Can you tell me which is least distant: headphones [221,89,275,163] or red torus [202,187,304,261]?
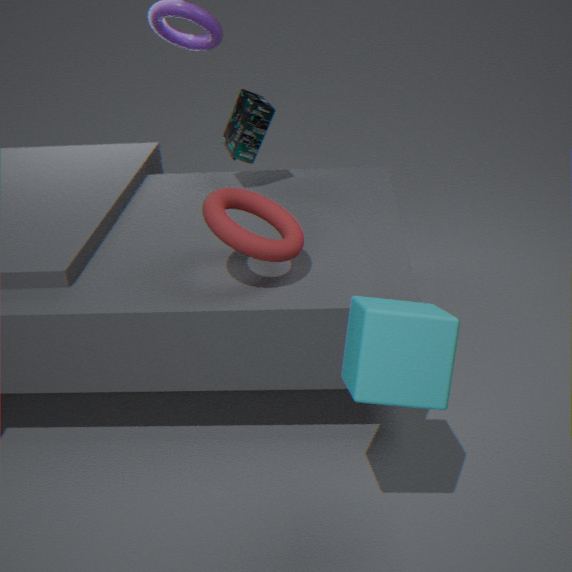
red torus [202,187,304,261]
